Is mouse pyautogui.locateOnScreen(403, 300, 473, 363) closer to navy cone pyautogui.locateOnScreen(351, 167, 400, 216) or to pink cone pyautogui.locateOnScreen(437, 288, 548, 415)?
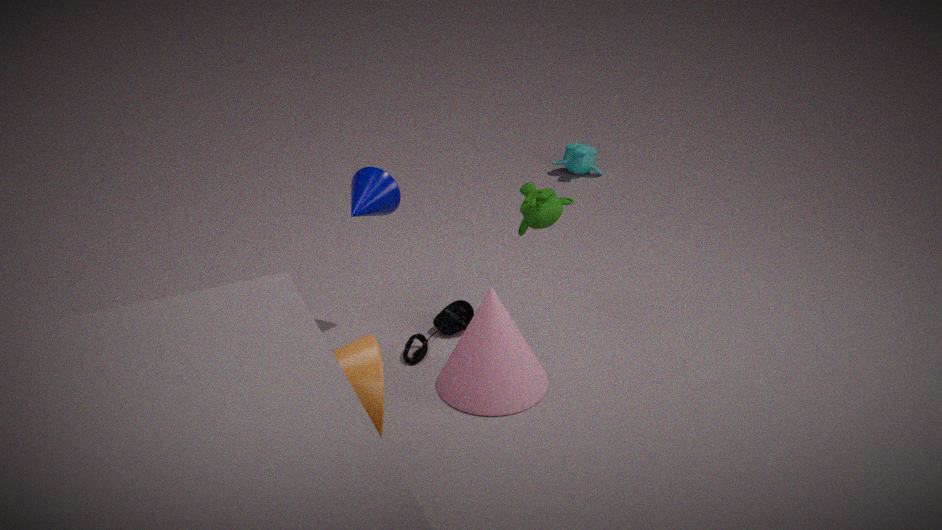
pink cone pyautogui.locateOnScreen(437, 288, 548, 415)
